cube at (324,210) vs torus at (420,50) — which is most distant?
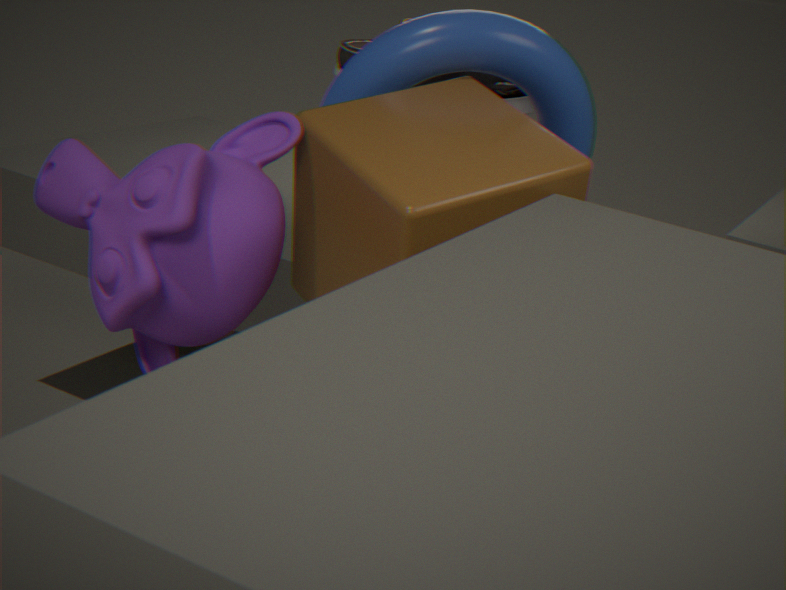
torus at (420,50)
